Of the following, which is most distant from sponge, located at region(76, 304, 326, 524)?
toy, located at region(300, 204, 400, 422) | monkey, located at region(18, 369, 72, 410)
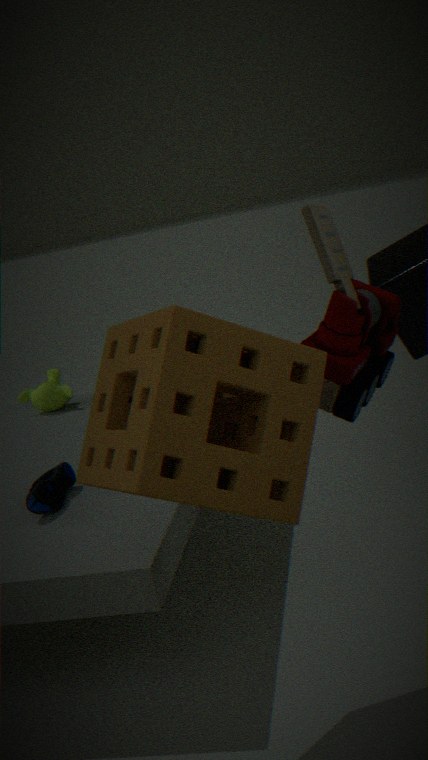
monkey, located at region(18, 369, 72, 410)
